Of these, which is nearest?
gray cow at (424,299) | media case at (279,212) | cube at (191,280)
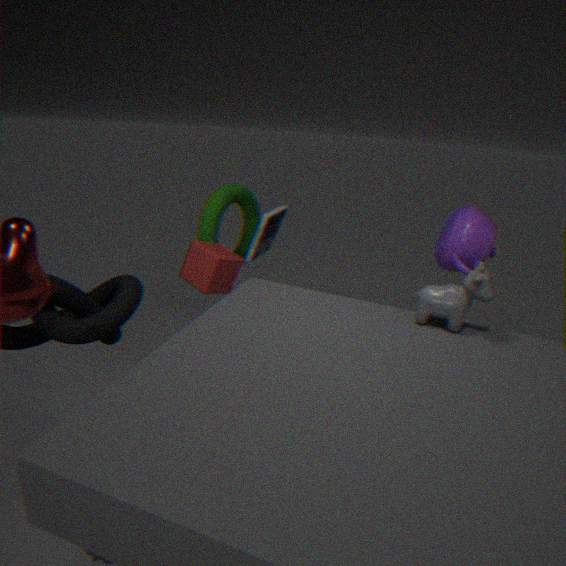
gray cow at (424,299)
